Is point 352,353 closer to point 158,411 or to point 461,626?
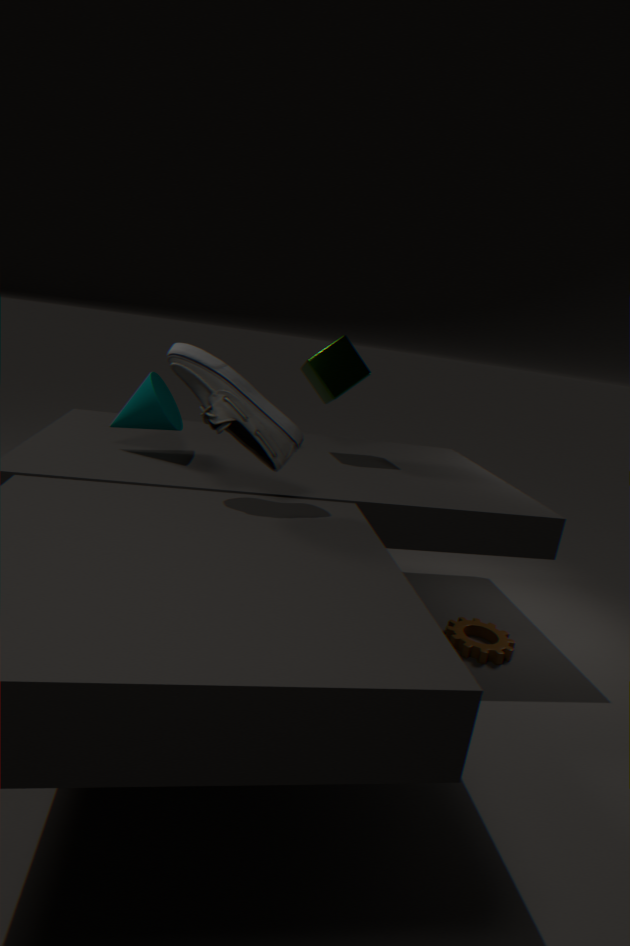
point 158,411
